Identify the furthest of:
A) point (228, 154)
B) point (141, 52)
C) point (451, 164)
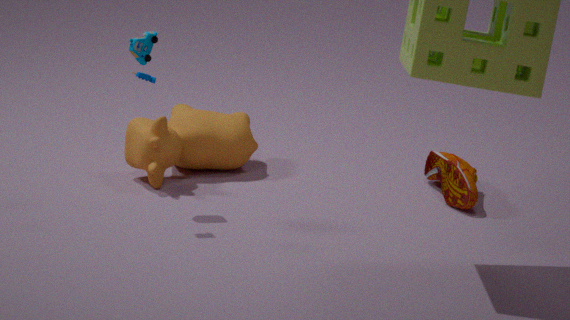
point (228, 154)
